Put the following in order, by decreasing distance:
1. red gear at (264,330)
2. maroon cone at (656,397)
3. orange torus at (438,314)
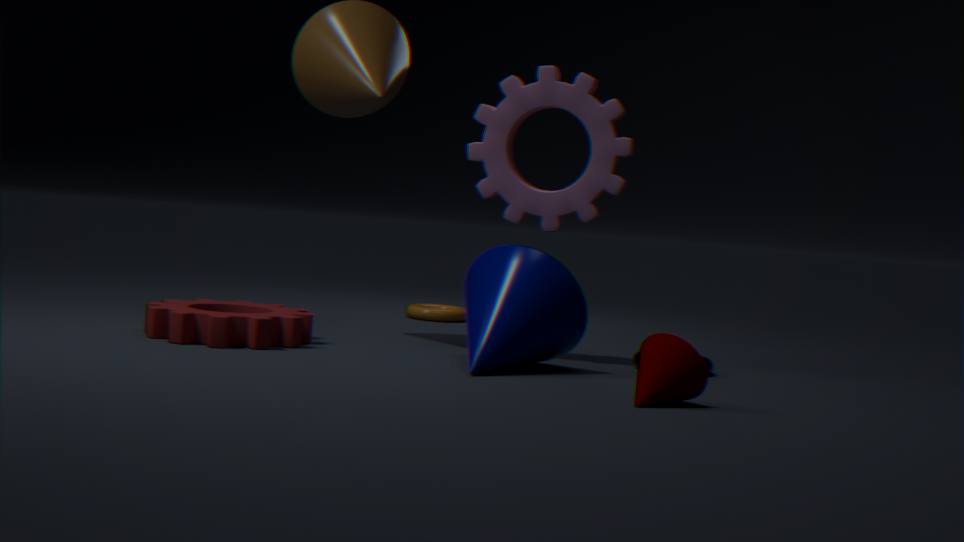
orange torus at (438,314), red gear at (264,330), maroon cone at (656,397)
